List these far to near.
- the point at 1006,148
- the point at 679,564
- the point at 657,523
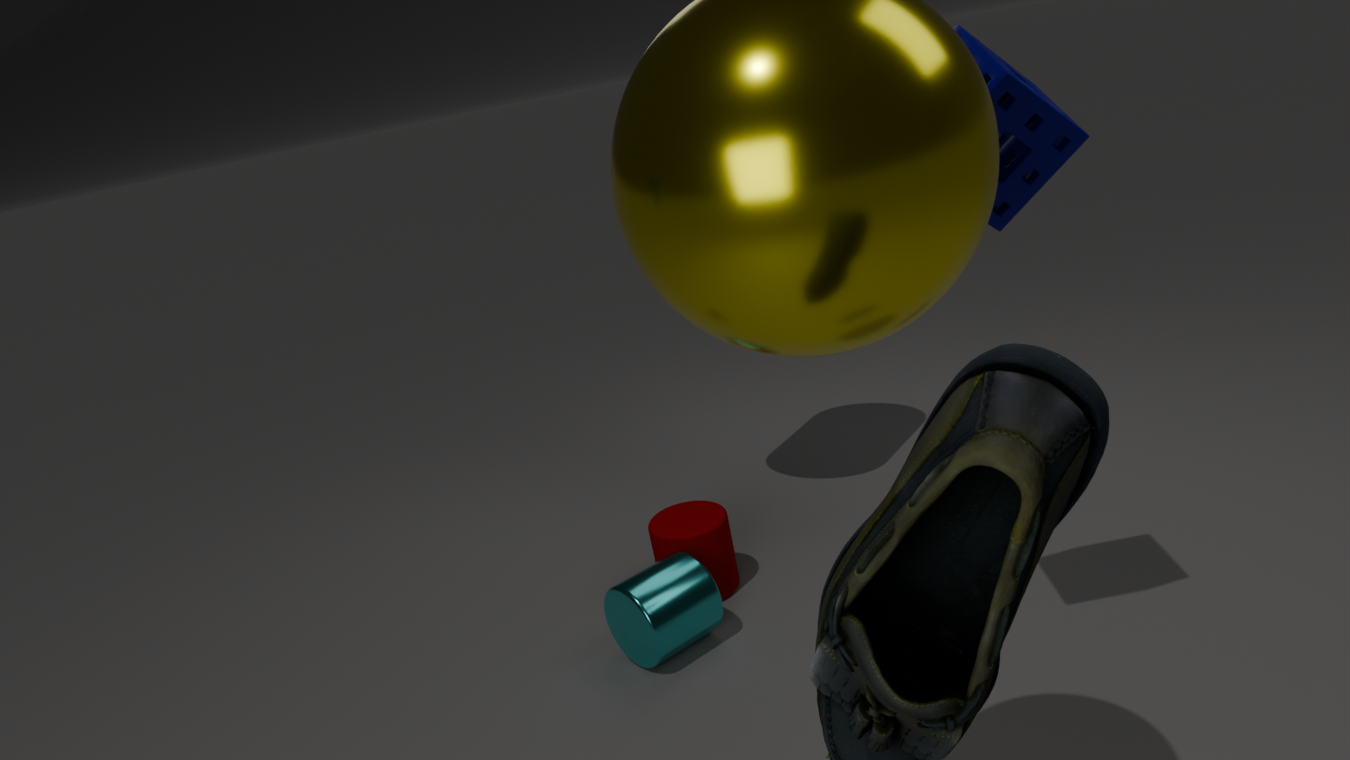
the point at 657,523, the point at 679,564, the point at 1006,148
